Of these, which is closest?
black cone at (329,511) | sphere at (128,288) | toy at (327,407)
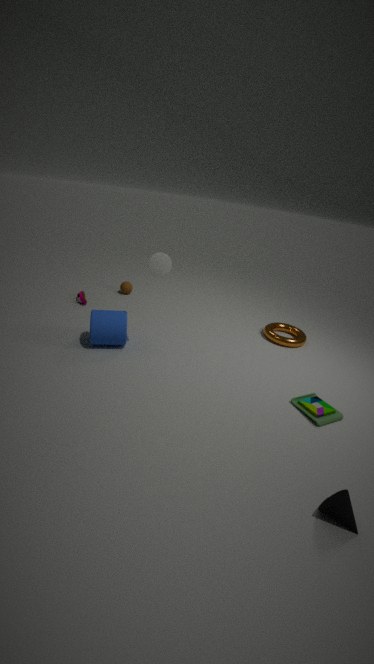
black cone at (329,511)
